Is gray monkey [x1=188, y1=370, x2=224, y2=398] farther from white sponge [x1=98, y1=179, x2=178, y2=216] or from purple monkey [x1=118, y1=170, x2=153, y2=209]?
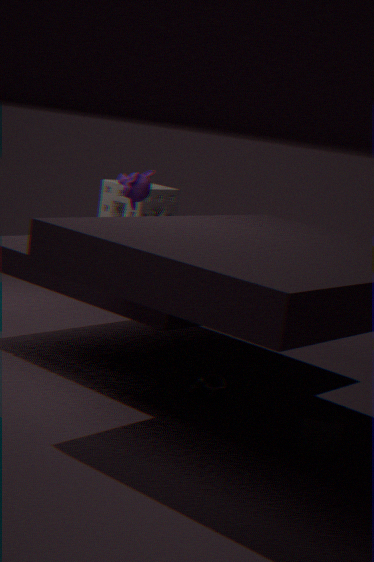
white sponge [x1=98, y1=179, x2=178, y2=216]
